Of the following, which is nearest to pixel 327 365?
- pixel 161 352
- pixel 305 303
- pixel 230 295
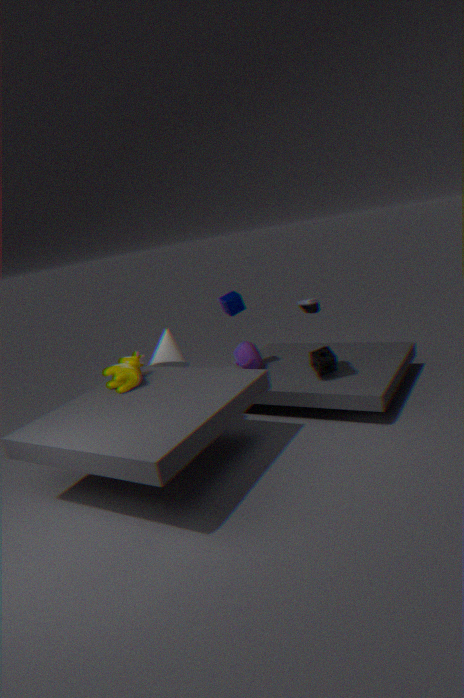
pixel 305 303
